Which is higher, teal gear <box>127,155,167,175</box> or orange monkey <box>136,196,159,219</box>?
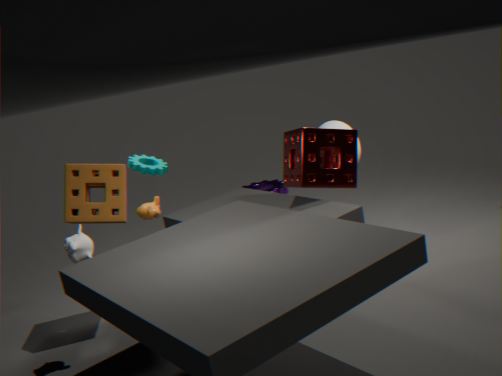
teal gear <box>127,155,167,175</box>
